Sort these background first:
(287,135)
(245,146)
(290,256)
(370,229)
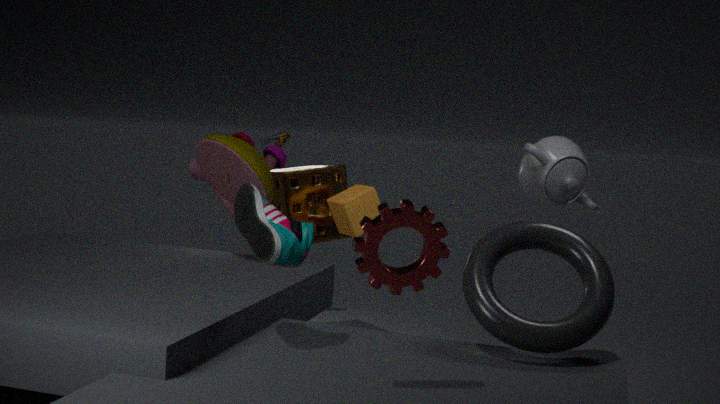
1. (287,135)
2. (245,146)
3. (290,256)
4. (370,229)
